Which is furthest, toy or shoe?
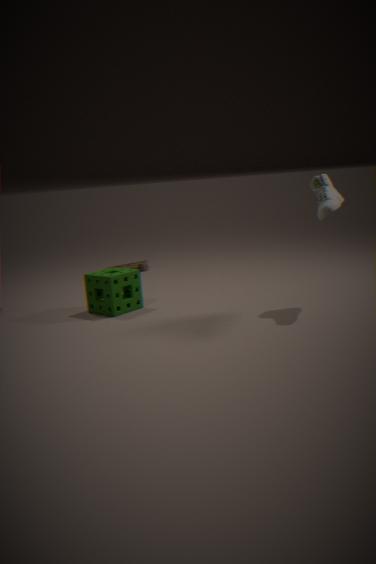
toy
